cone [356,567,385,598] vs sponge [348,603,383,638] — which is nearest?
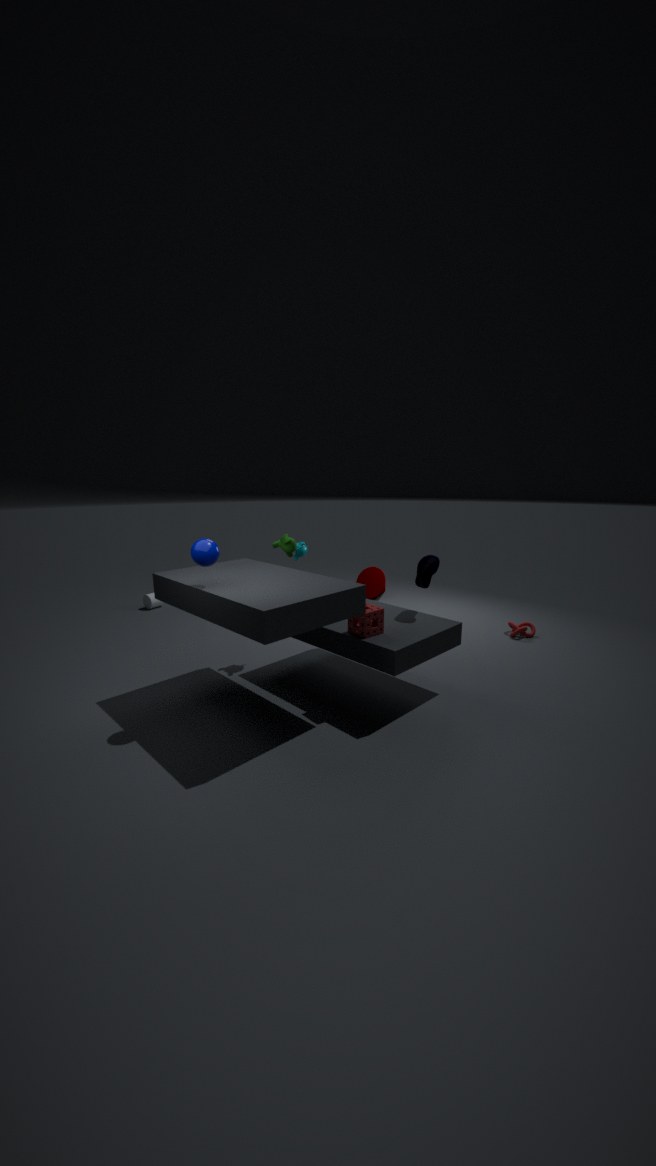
sponge [348,603,383,638]
